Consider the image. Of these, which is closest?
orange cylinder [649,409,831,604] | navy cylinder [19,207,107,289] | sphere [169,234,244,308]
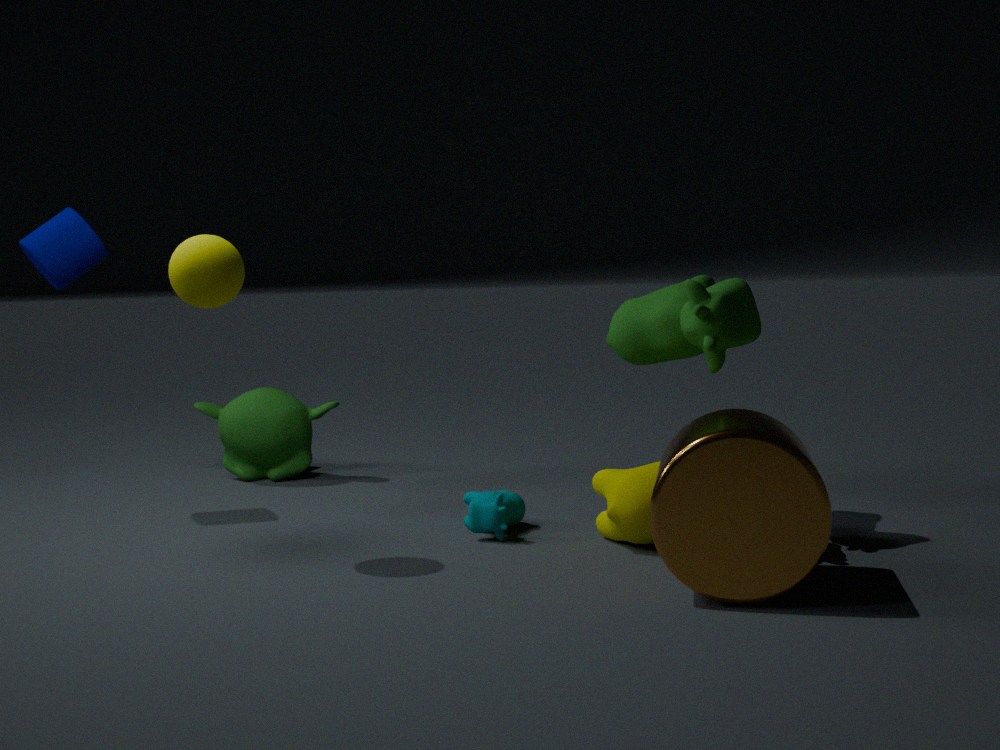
orange cylinder [649,409,831,604]
